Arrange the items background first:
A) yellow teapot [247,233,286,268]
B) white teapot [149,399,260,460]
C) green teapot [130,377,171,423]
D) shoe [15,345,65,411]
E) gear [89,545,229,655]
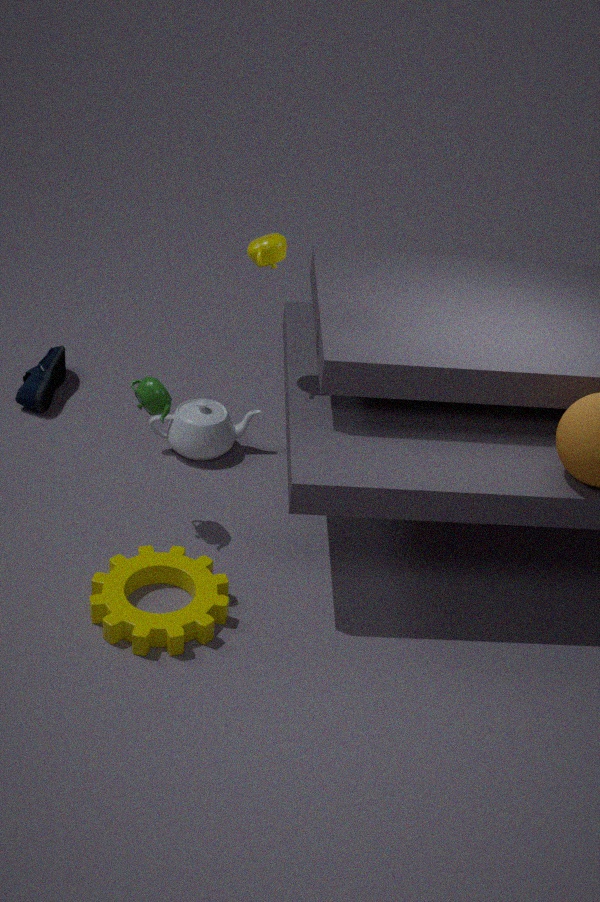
shoe [15,345,65,411] → white teapot [149,399,260,460] → green teapot [130,377,171,423] → yellow teapot [247,233,286,268] → gear [89,545,229,655]
